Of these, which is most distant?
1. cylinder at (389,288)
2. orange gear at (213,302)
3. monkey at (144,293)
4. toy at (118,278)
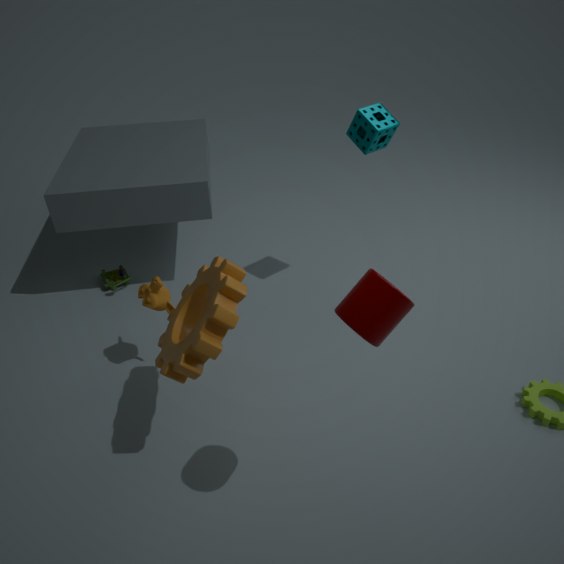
toy at (118,278)
